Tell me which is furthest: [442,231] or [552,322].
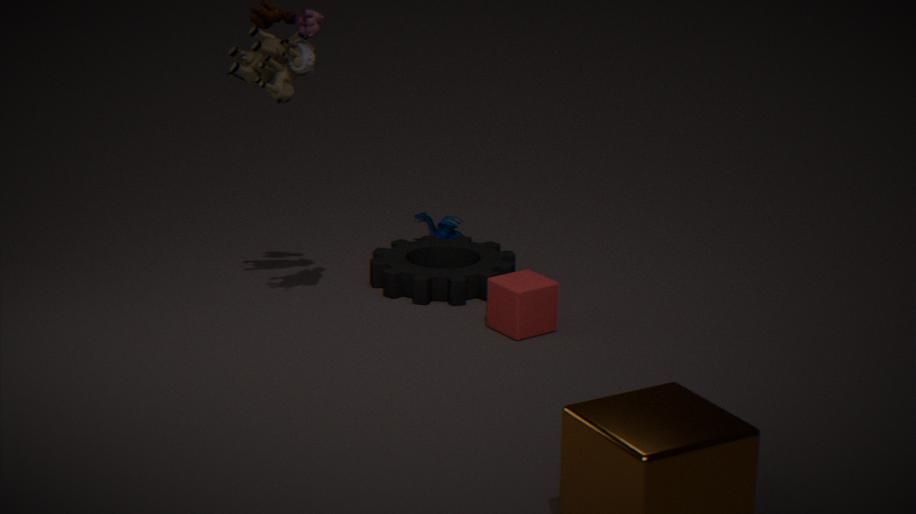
[442,231]
